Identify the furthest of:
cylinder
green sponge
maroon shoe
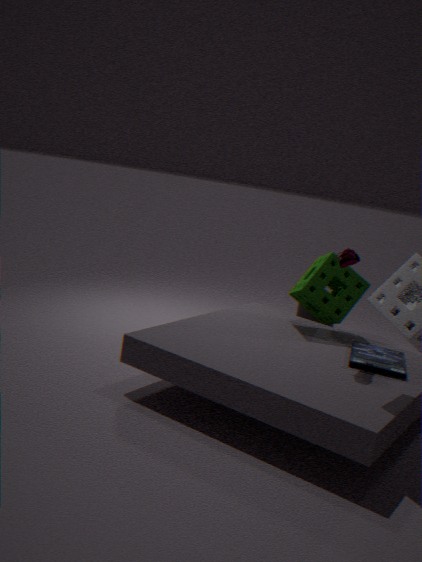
cylinder
